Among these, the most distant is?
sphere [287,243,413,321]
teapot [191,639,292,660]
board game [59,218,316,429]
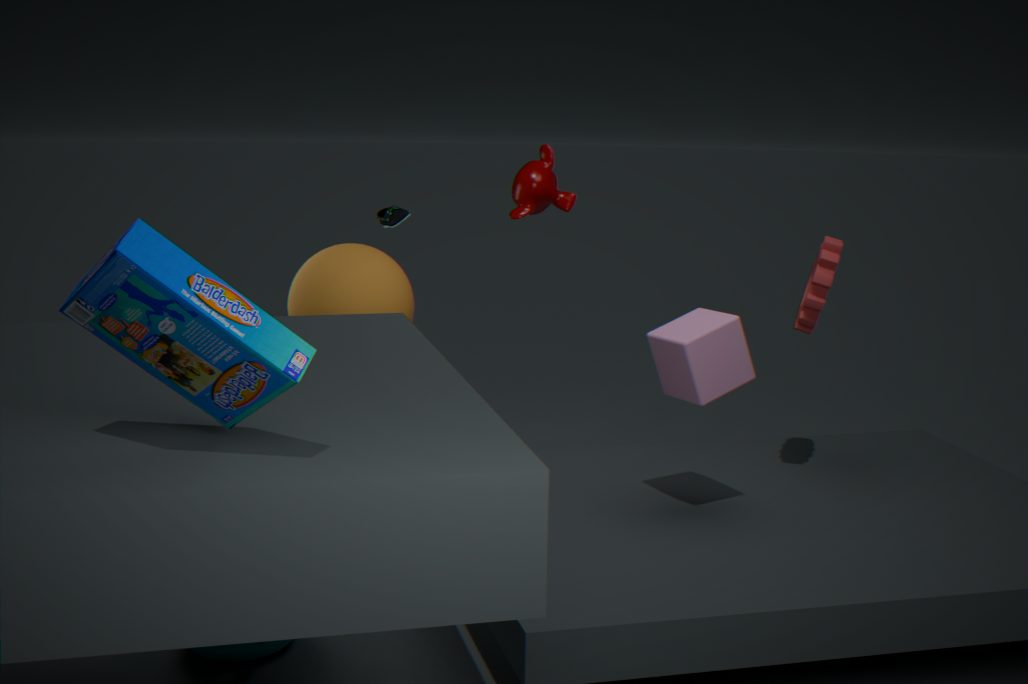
sphere [287,243,413,321]
